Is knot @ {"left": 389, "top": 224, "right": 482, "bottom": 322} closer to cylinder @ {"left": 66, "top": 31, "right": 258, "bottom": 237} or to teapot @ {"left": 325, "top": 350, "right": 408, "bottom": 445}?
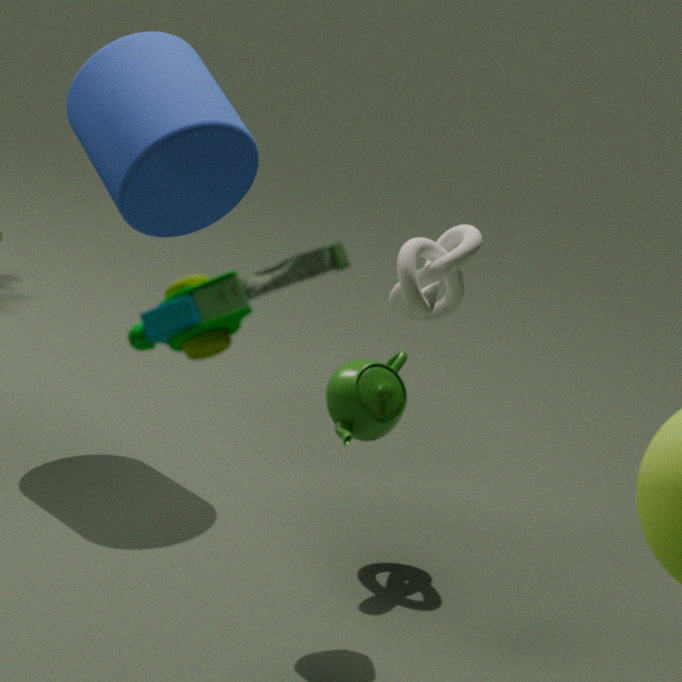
teapot @ {"left": 325, "top": 350, "right": 408, "bottom": 445}
